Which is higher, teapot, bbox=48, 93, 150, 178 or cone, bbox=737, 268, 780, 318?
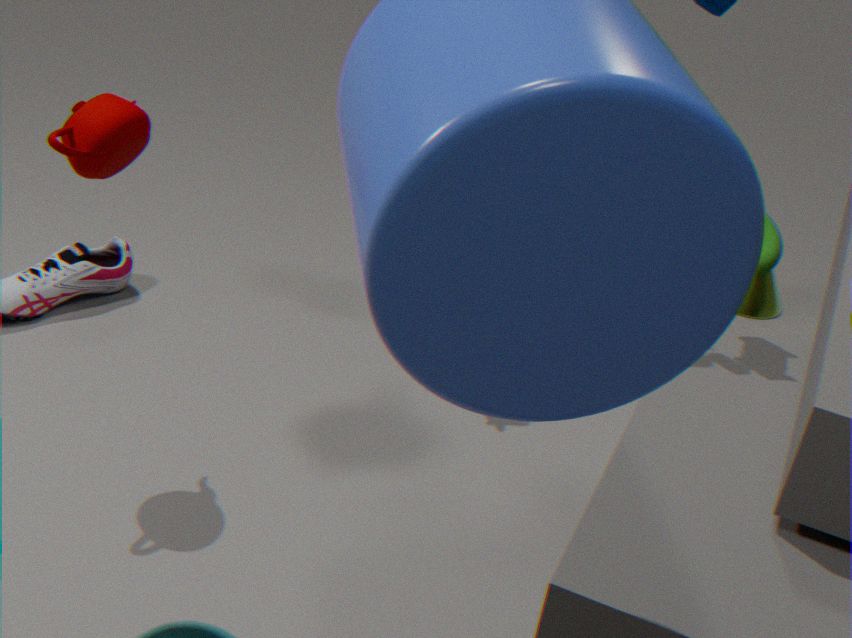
teapot, bbox=48, 93, 150, 178
